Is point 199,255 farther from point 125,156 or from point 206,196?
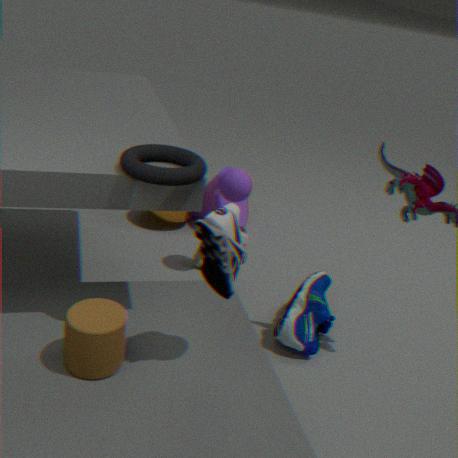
point 125,156
